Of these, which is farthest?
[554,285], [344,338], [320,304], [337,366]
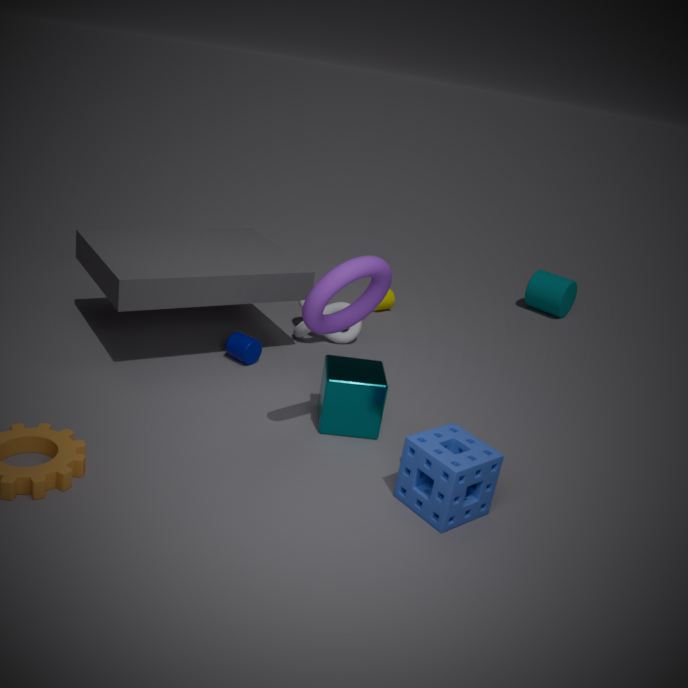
[554,285]
